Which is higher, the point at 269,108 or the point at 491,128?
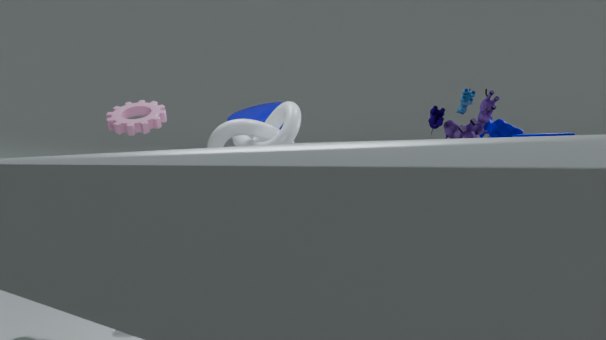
the point at 269,108
